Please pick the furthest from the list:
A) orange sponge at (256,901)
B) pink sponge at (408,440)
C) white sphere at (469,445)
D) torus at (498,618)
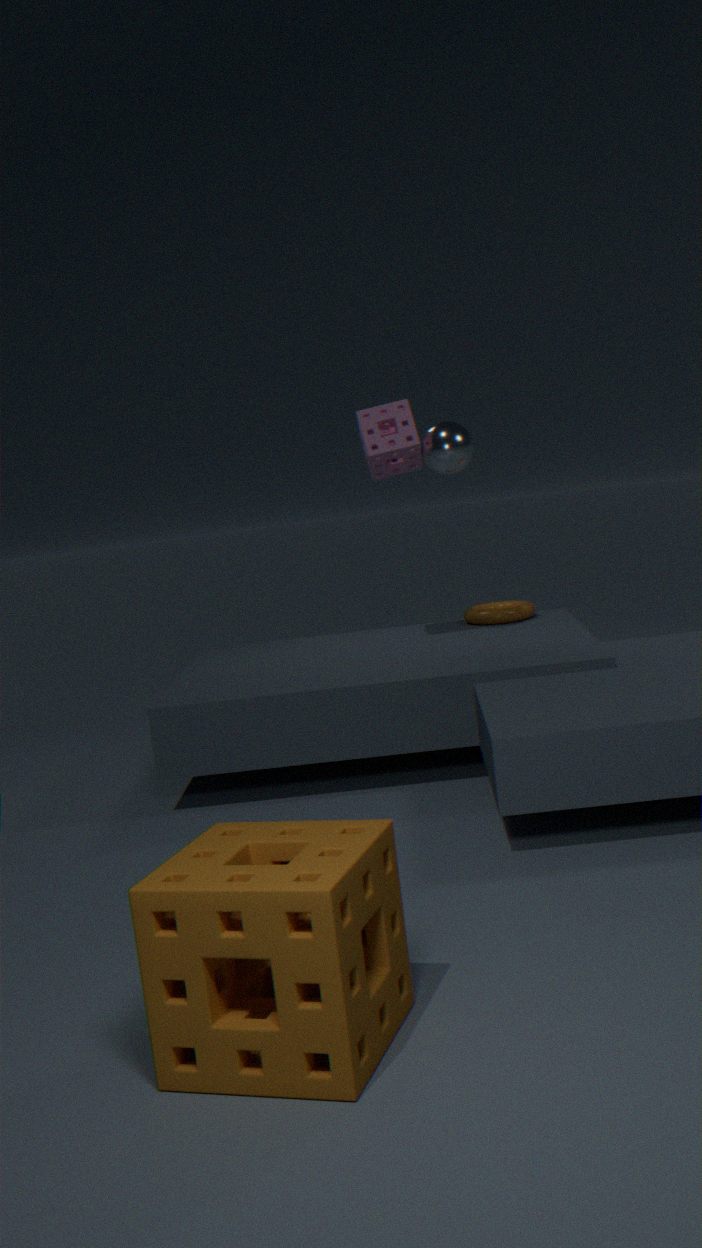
torus at (498,618)
